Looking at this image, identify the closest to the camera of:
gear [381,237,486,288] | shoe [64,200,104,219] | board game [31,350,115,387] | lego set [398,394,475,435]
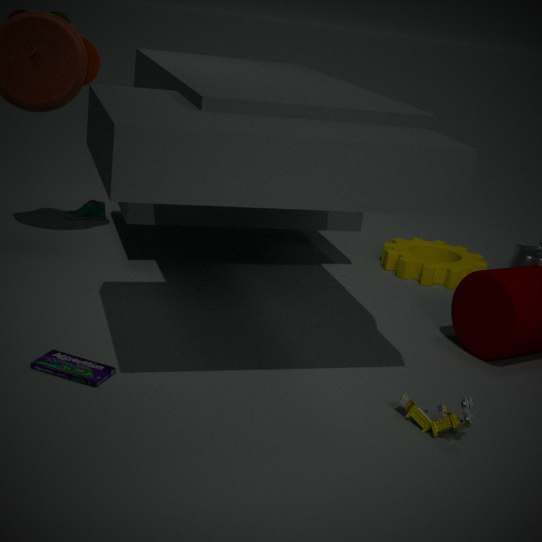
lego set [398,394,475,435]
